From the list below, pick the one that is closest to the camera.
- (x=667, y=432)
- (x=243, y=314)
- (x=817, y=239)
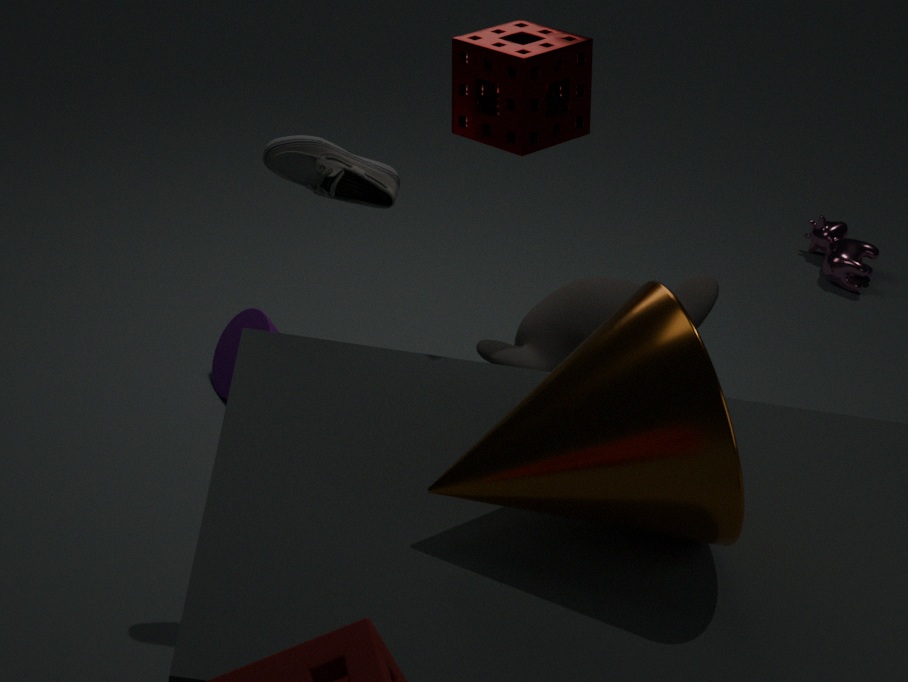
(x=667, y=432)
